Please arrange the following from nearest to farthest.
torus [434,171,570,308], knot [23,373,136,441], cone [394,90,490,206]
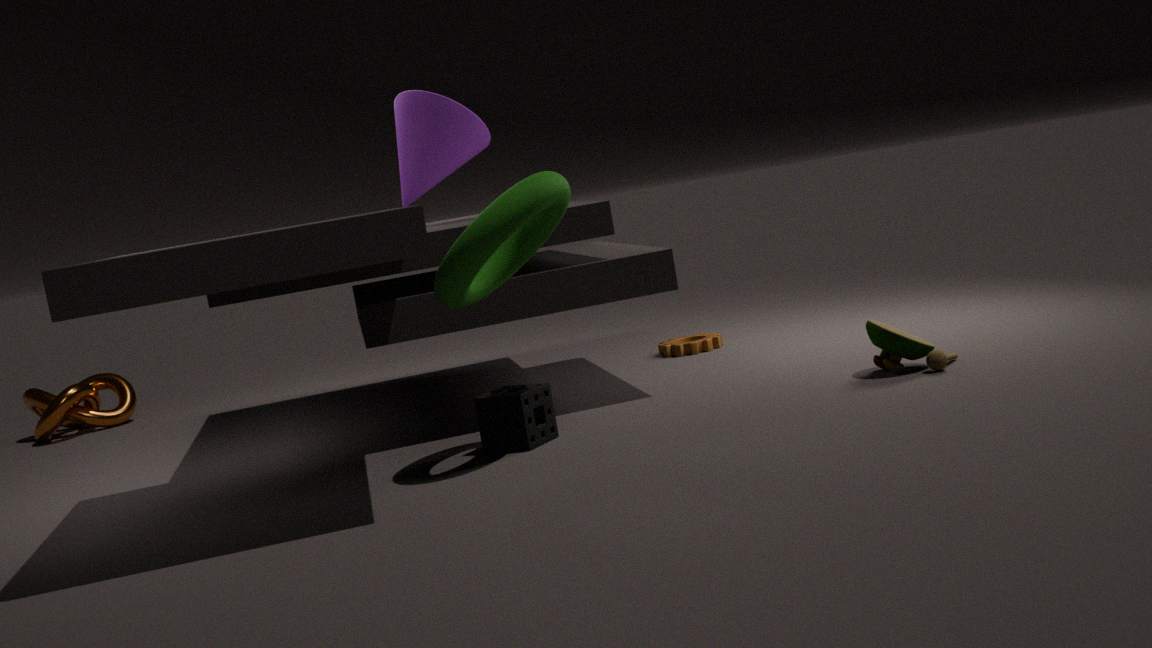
torus [434,171,570,308], cone [394,90,490,206], knot [23,373,136,441]
